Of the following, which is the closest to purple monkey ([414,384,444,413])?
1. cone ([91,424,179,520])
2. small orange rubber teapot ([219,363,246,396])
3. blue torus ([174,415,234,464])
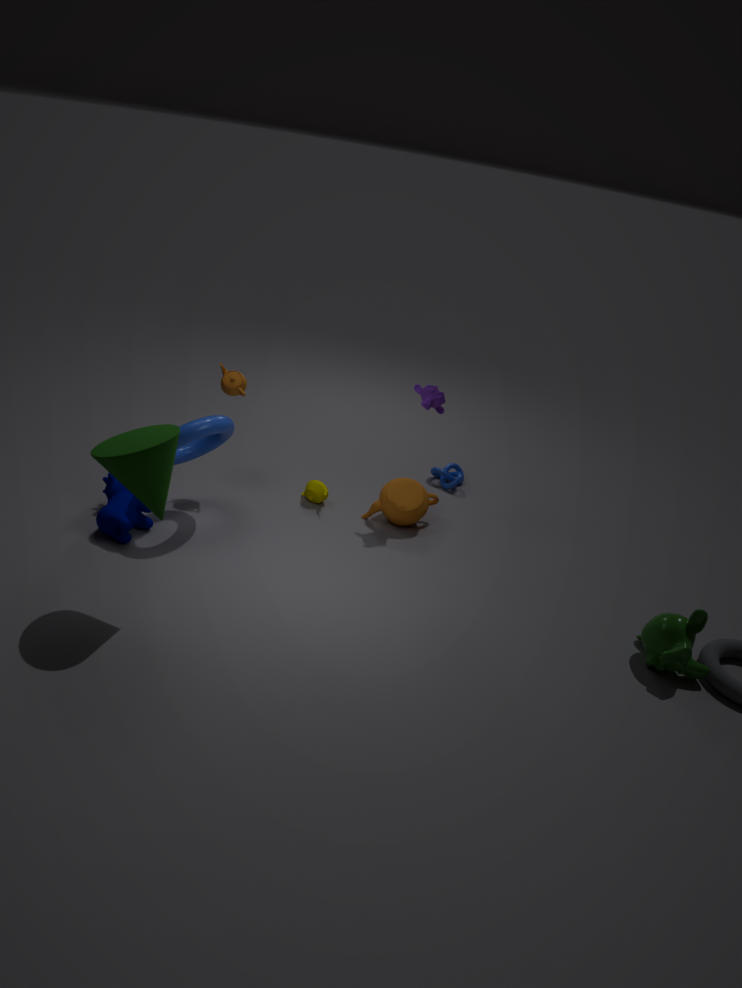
small orange rubber teapot ([219,363,246,396])
